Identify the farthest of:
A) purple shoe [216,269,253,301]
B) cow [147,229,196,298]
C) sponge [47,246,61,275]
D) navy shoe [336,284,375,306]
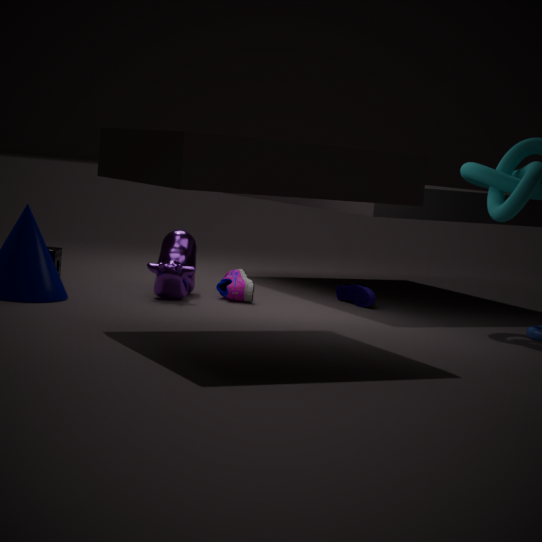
navy shoe [336,284,375,306]
